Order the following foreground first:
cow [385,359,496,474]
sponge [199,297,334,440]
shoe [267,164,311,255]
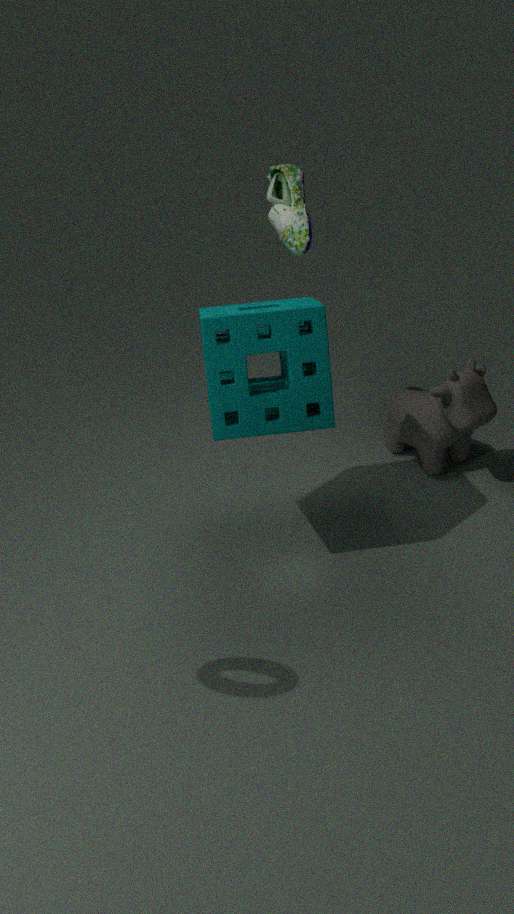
sponge [199,297,334,440] → shoe [267,164,311,255] → cow [385,359,496,474]
